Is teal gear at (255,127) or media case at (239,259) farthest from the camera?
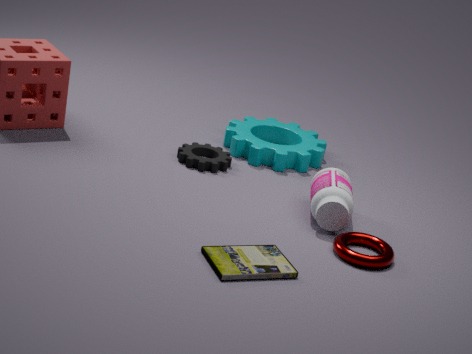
teal gear at (255,127)
